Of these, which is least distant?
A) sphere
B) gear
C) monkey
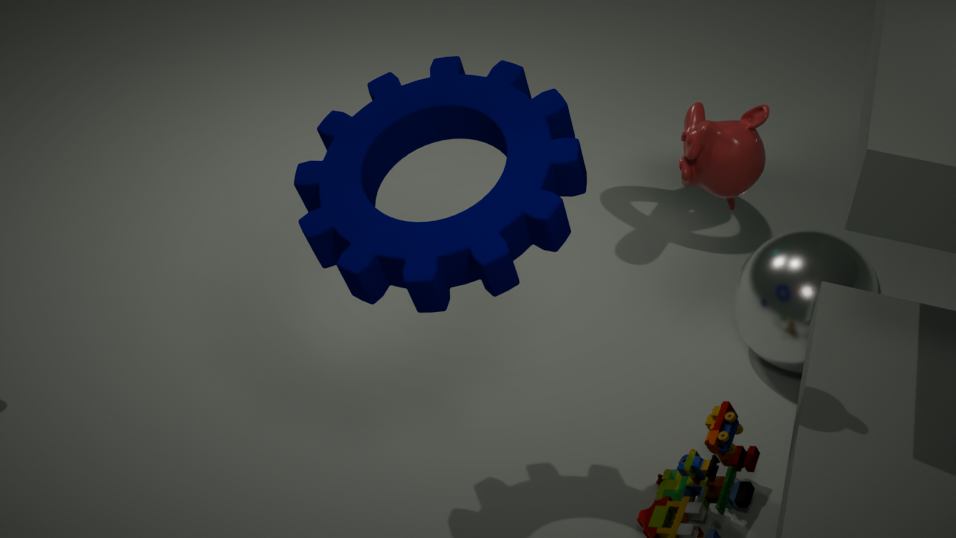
gear
